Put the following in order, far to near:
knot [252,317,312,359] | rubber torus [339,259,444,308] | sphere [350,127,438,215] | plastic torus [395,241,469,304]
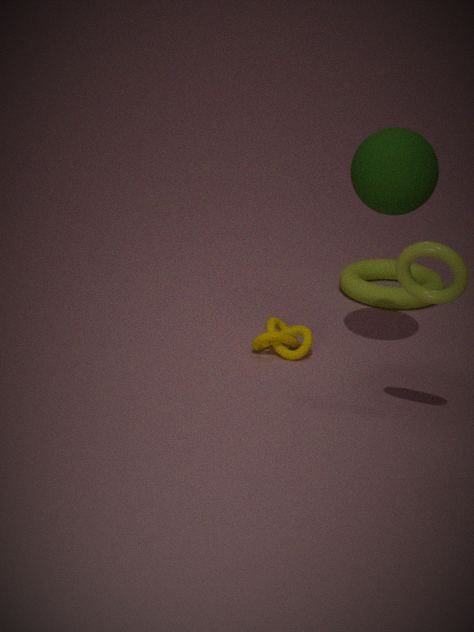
rubber torus [339,259,444,308] < knot [252,317,312,359] < sphere [350,127,438,215] < plastic torus [395,241,469,304]
